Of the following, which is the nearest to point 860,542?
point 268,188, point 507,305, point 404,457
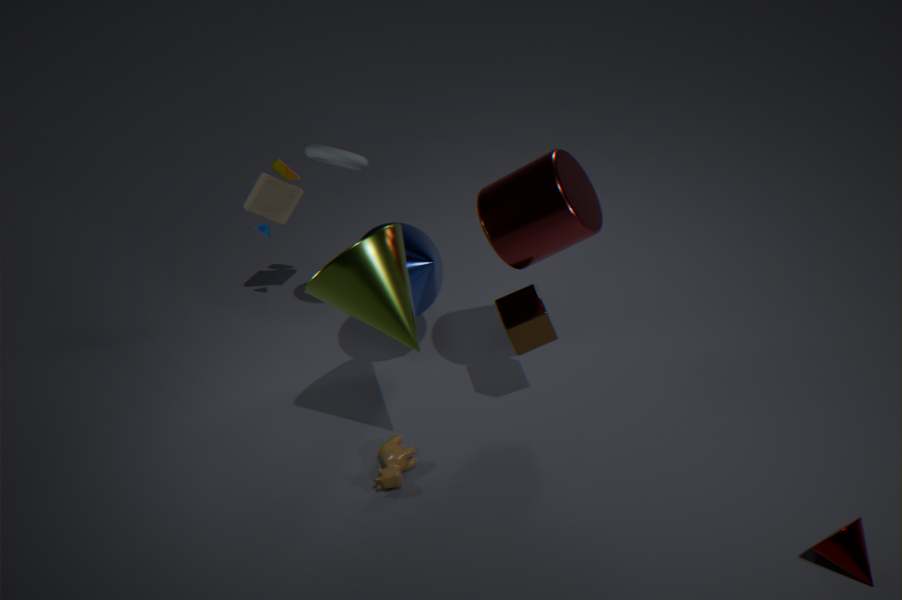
point 507,305
